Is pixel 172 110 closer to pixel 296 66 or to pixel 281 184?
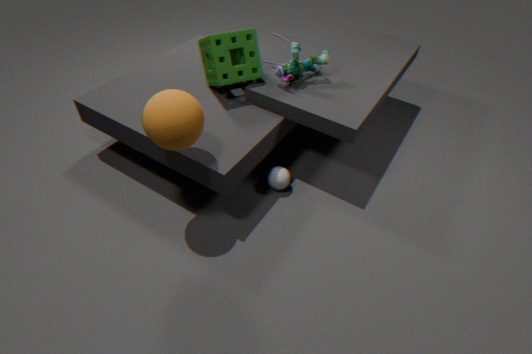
pixel 281 184
